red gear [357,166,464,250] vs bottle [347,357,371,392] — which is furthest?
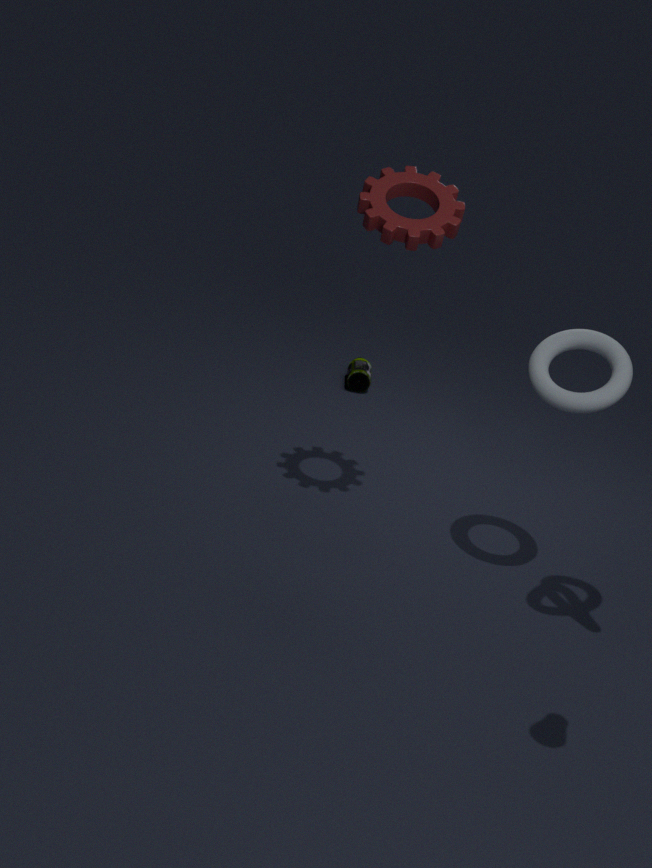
bottle [347,357,371,392]
